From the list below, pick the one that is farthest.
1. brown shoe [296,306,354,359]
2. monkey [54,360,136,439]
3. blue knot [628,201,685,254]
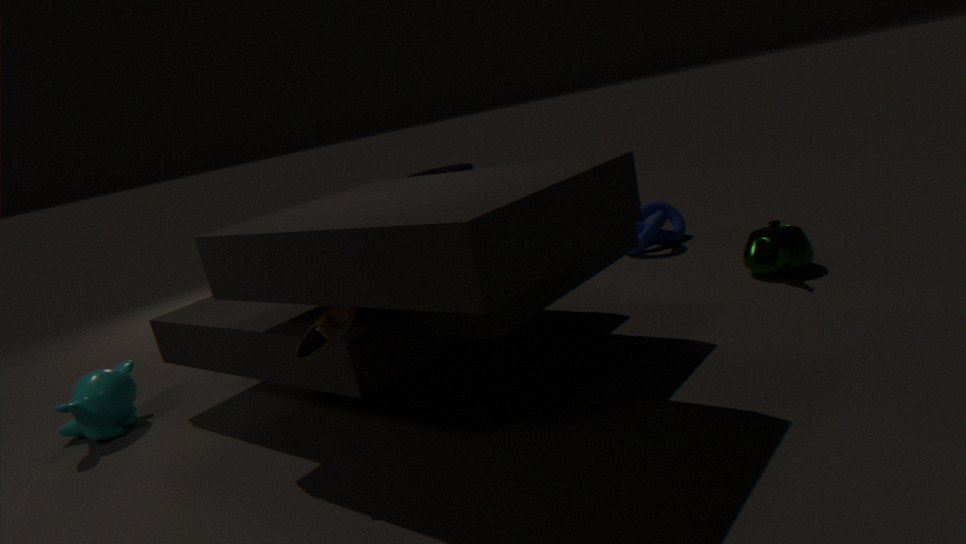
blue knot [628,201,685,254]
